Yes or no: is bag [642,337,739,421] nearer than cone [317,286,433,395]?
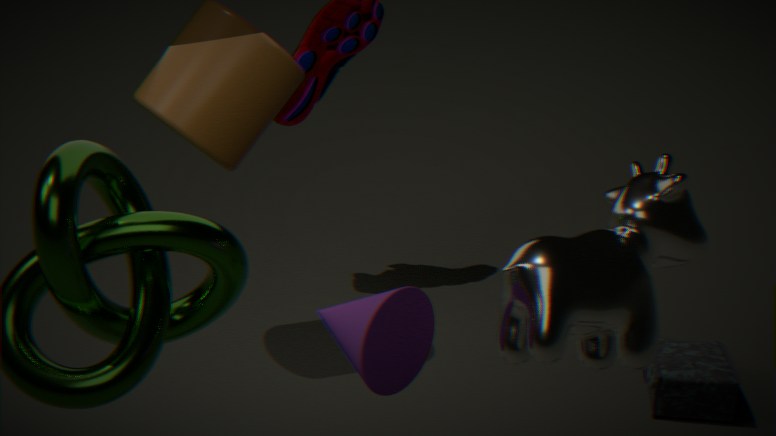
No
